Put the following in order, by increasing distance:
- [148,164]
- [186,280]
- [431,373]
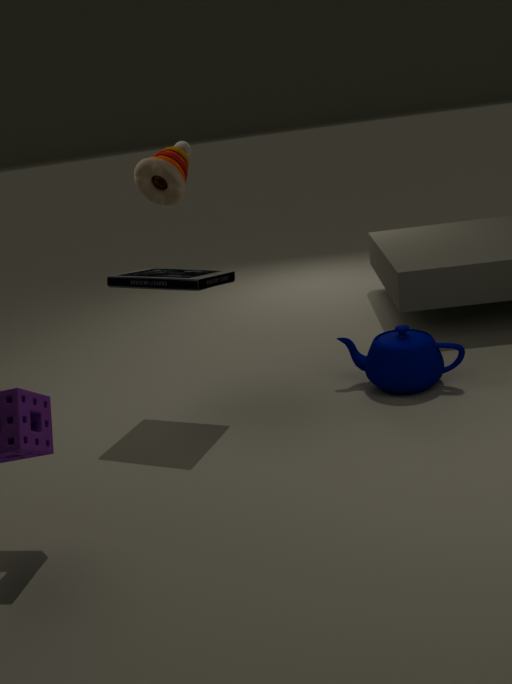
[186,280] < [148,164] < [431,373]
